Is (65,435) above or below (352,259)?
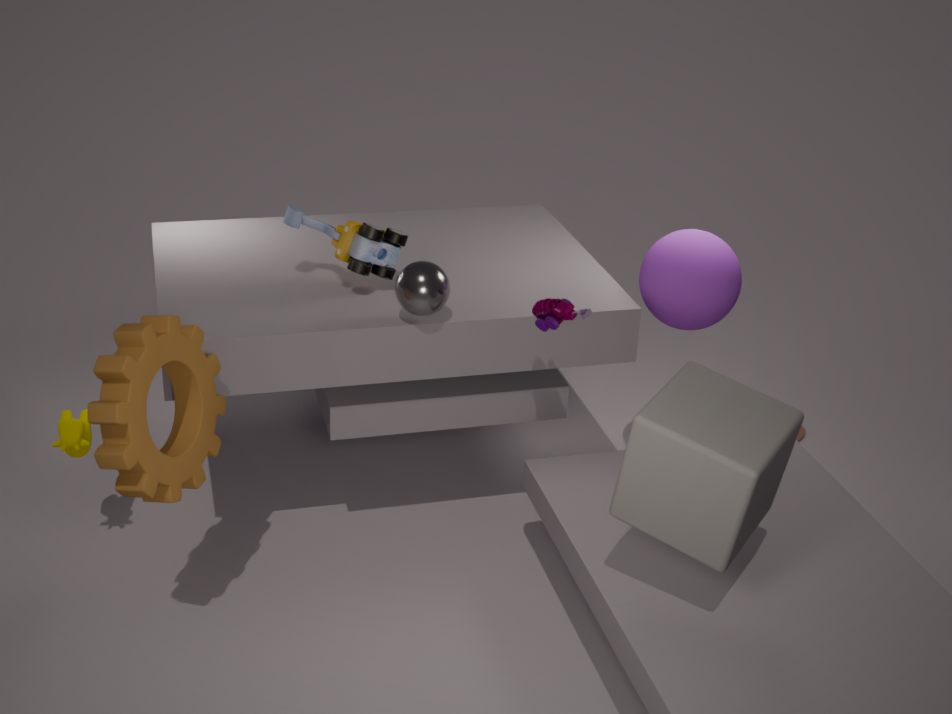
below
